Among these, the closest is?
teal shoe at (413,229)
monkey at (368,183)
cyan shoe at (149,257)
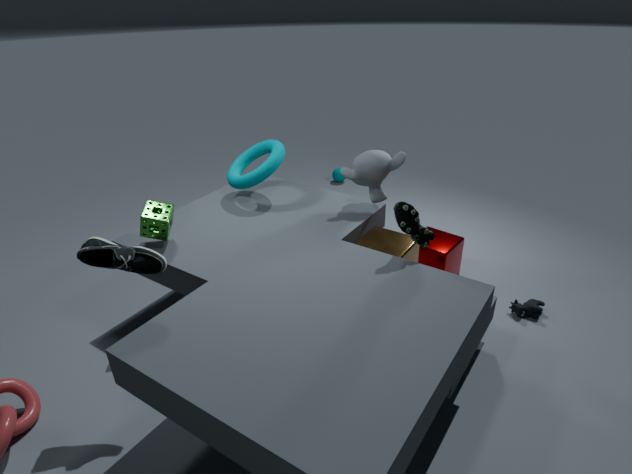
cyan shoe at (149,257)
